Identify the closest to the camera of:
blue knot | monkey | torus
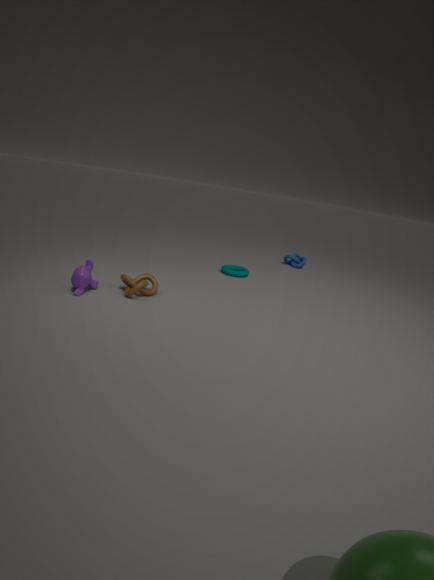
monkey
